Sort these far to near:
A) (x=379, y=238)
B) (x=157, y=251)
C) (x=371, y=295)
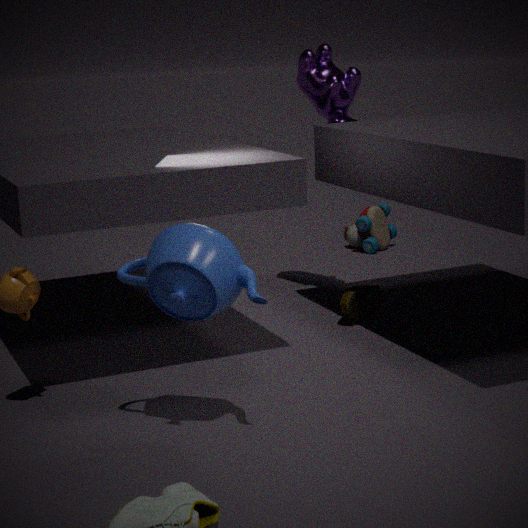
1. (x=379, y=238)
2. (x=371, y=295)
3. (x=157, y=251)
